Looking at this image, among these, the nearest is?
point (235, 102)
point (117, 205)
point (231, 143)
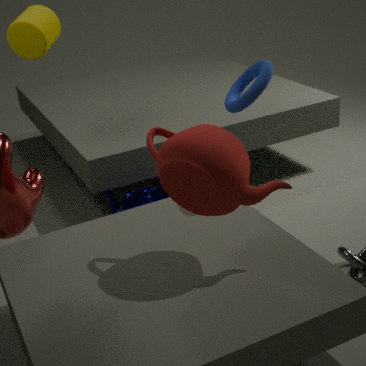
point (231, 143)
